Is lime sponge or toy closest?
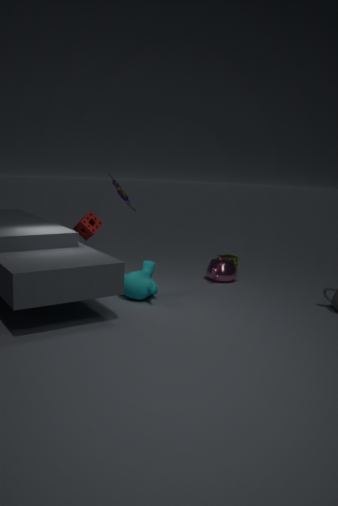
toy
